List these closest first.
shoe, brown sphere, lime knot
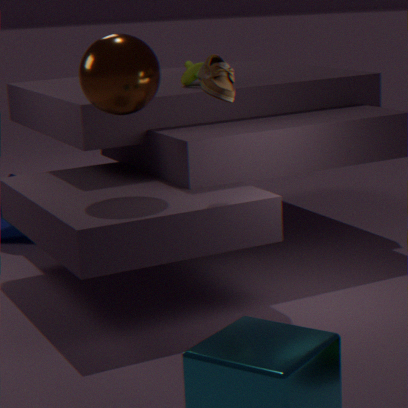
shoe → brown sphere → lime knot
